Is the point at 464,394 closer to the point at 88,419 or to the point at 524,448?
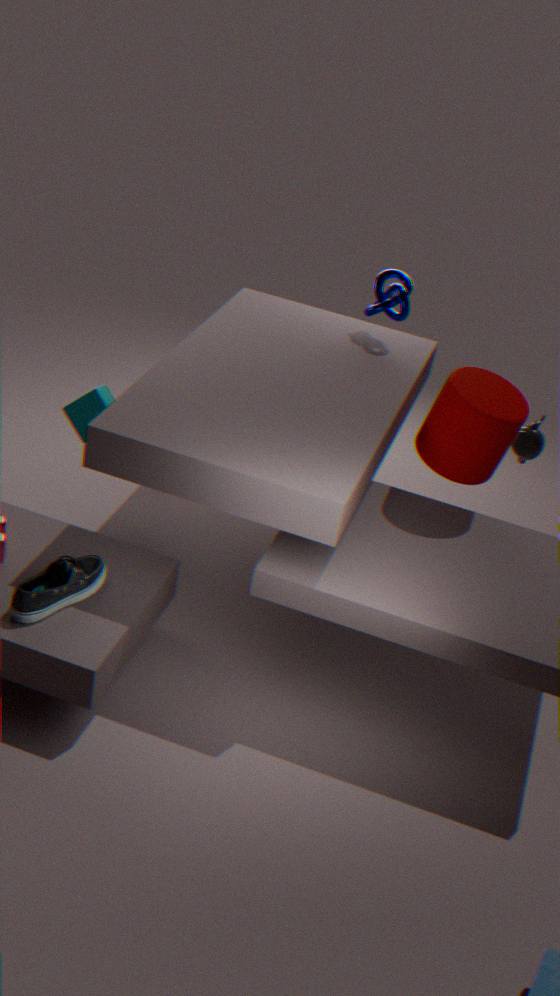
the point at 524,448
